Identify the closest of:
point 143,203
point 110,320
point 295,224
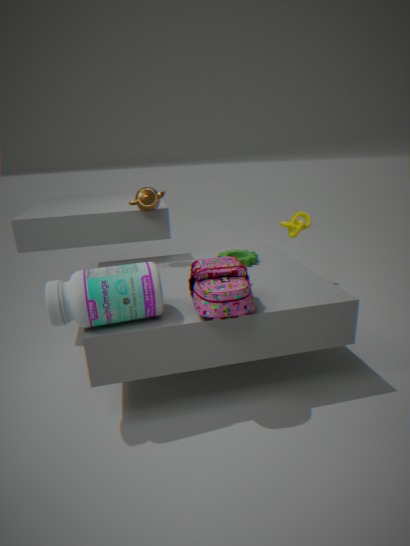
point 110,320
